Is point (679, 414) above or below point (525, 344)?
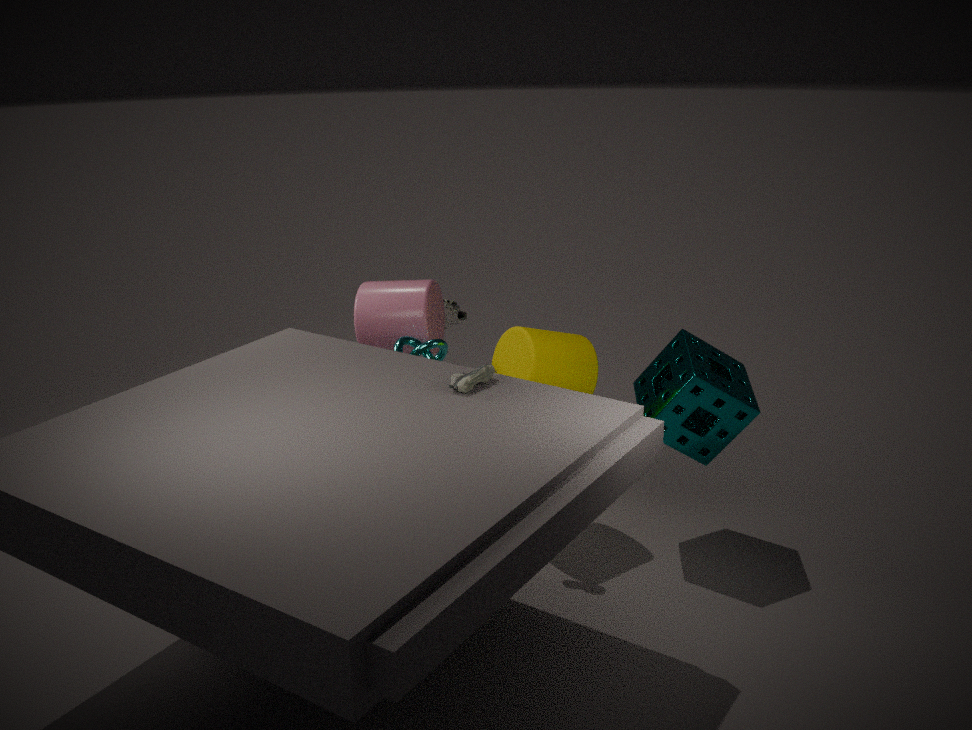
below
